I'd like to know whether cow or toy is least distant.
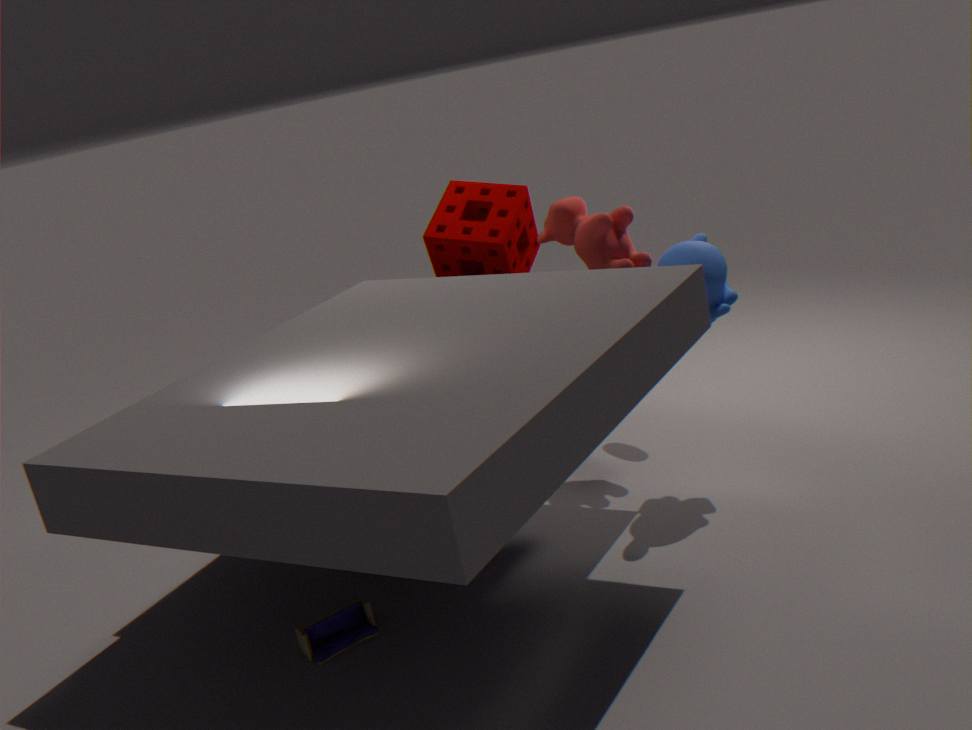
toy
